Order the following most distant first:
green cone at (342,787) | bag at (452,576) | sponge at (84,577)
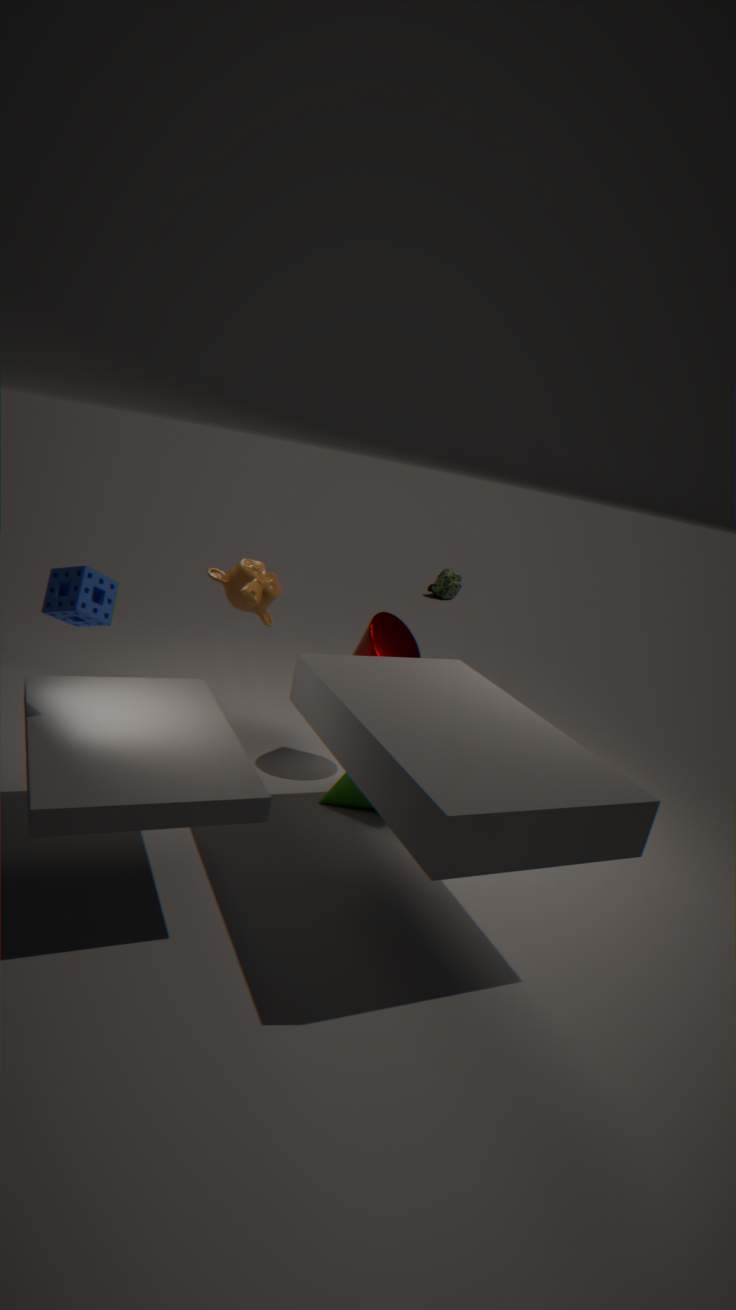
bag at (452,576), green cone at (342,787), sponge at (84,577)
